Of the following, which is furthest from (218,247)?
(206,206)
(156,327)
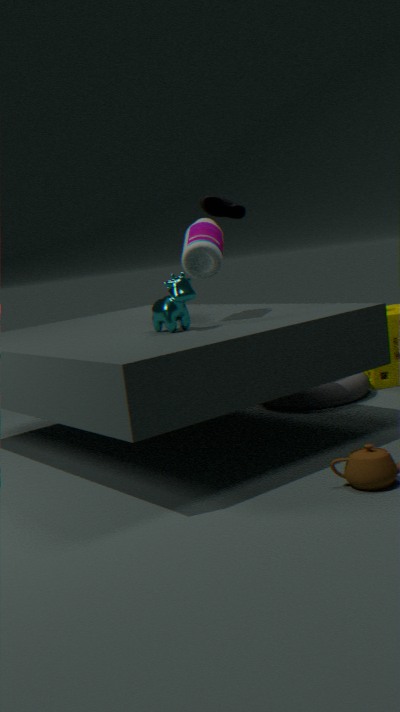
(206,206)
